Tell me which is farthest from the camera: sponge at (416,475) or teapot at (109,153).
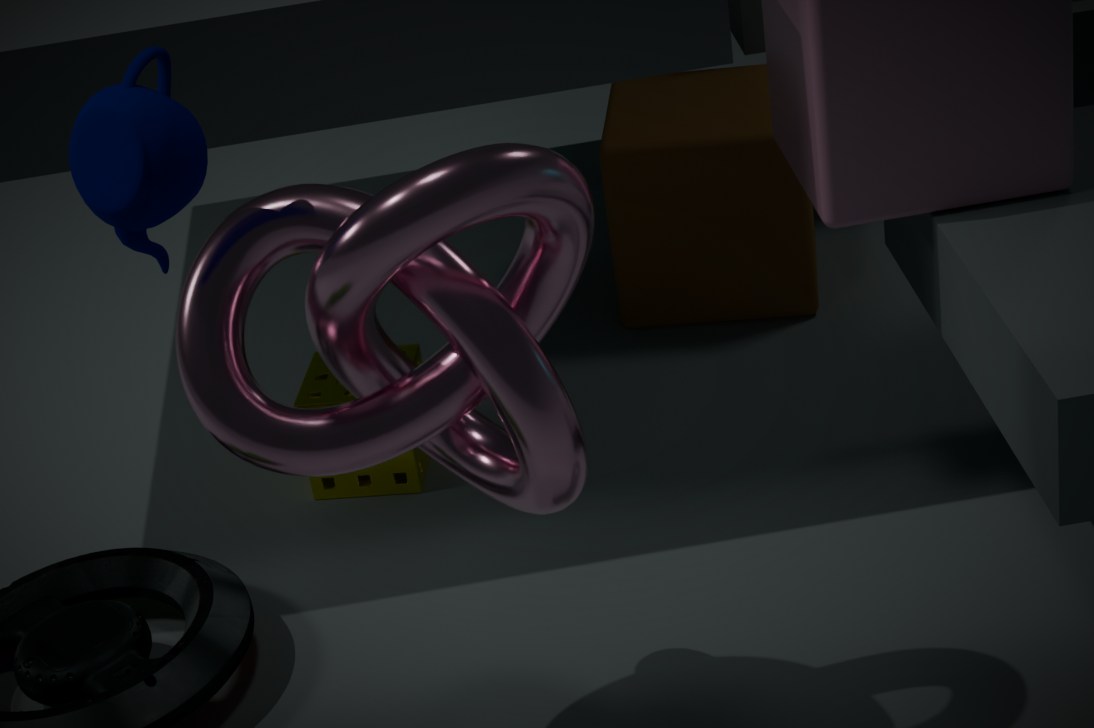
sponge at (416,475)
